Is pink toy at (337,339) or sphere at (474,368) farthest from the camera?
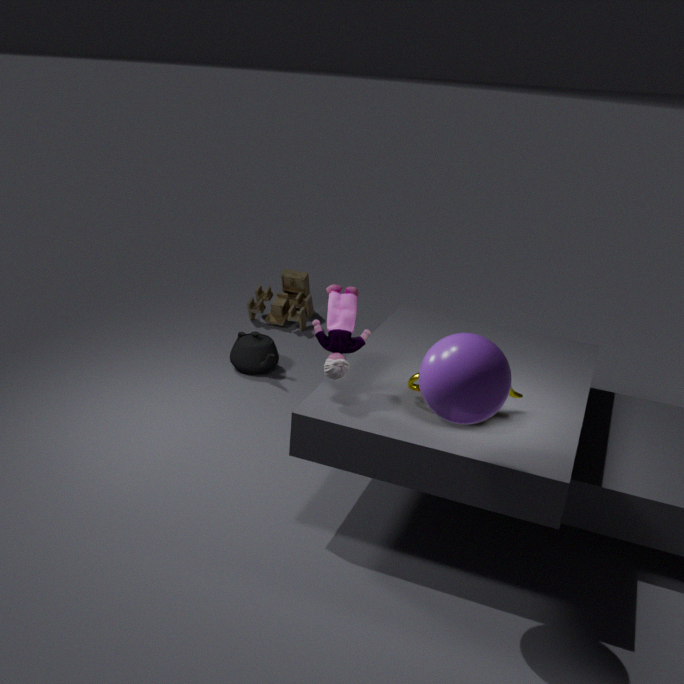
pink toy at (337,339)
